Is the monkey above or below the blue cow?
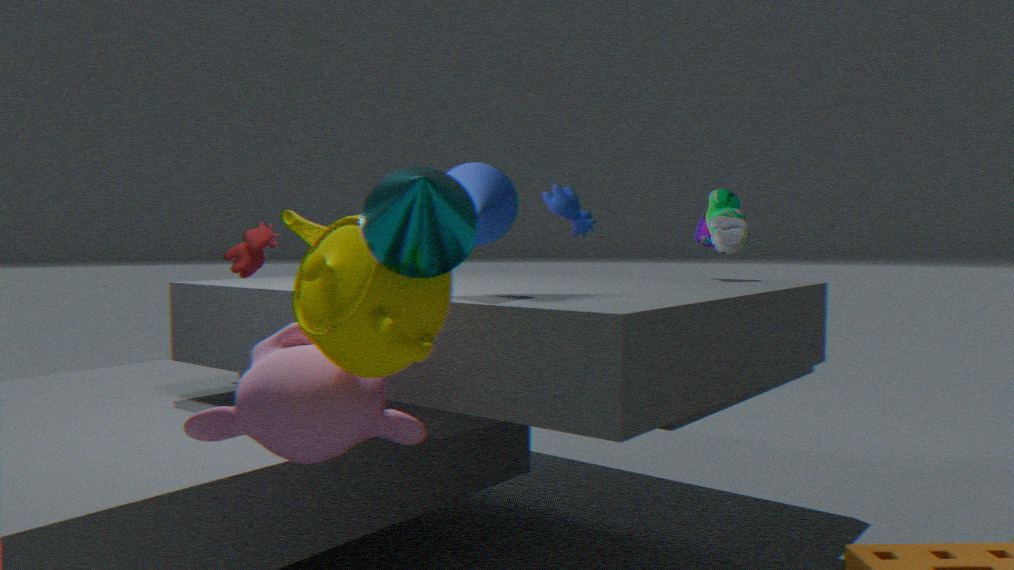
below
